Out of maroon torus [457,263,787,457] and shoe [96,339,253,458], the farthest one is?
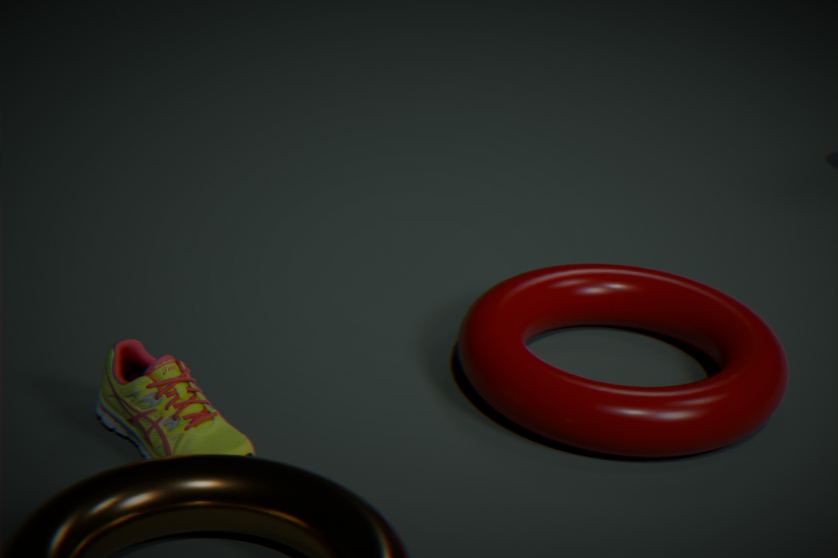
maroon torus [457,263,787,457]
